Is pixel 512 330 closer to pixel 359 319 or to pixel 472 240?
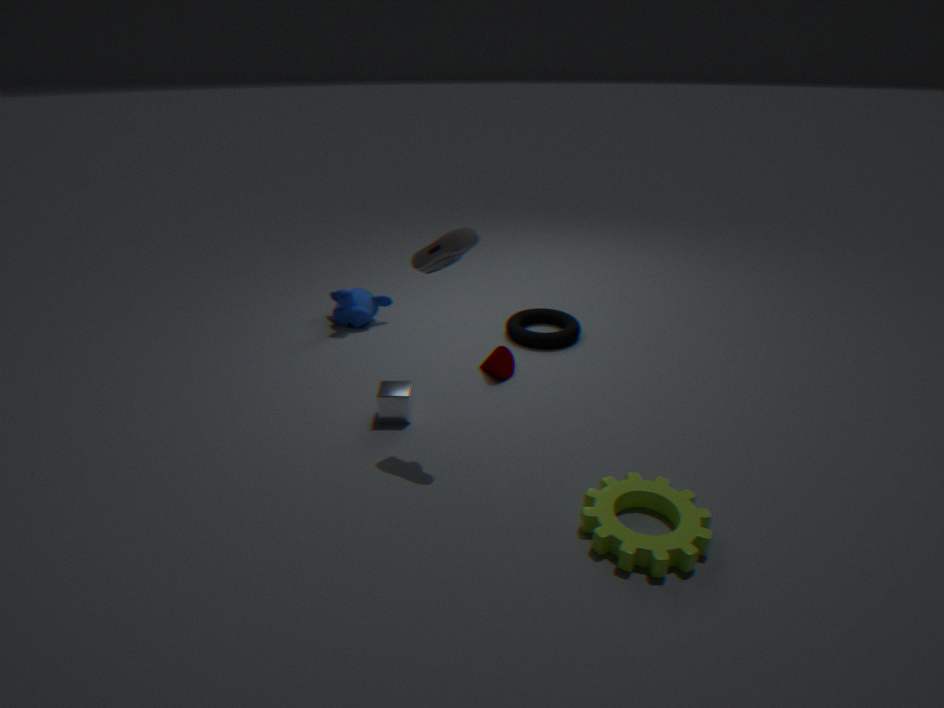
pixel 359 319
